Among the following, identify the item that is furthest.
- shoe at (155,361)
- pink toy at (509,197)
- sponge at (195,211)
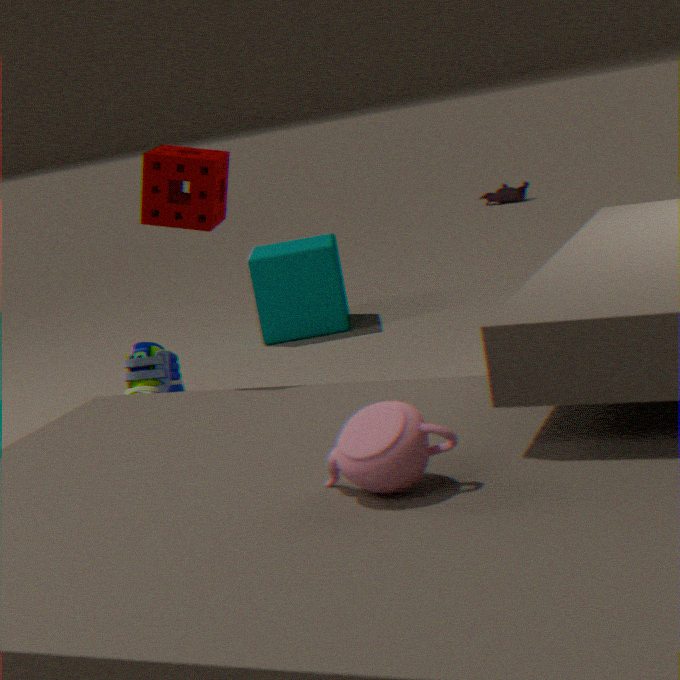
pink toy at (509,197)
